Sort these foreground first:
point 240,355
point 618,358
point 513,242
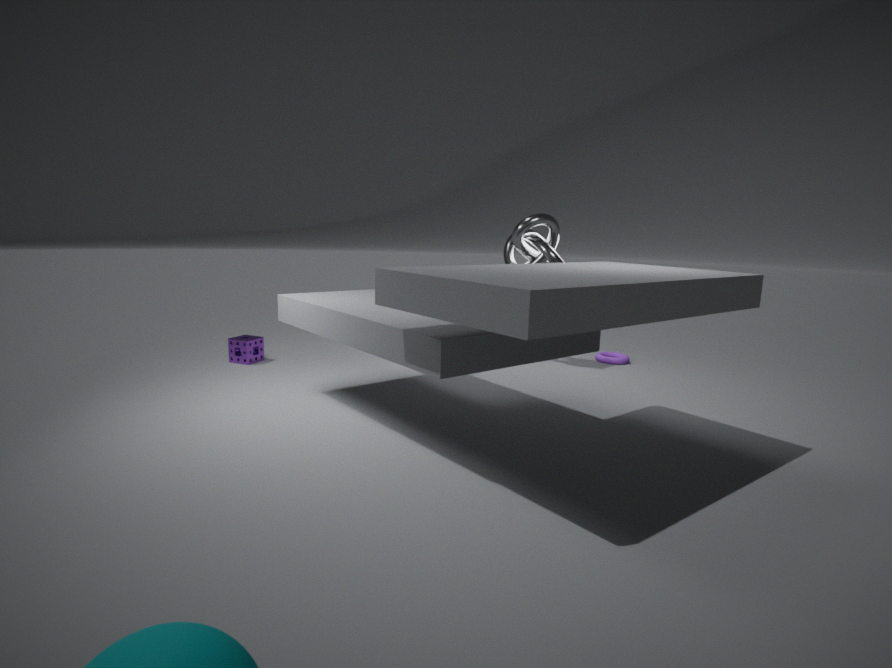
point 513,242 → point 240,355 → point 618,358
